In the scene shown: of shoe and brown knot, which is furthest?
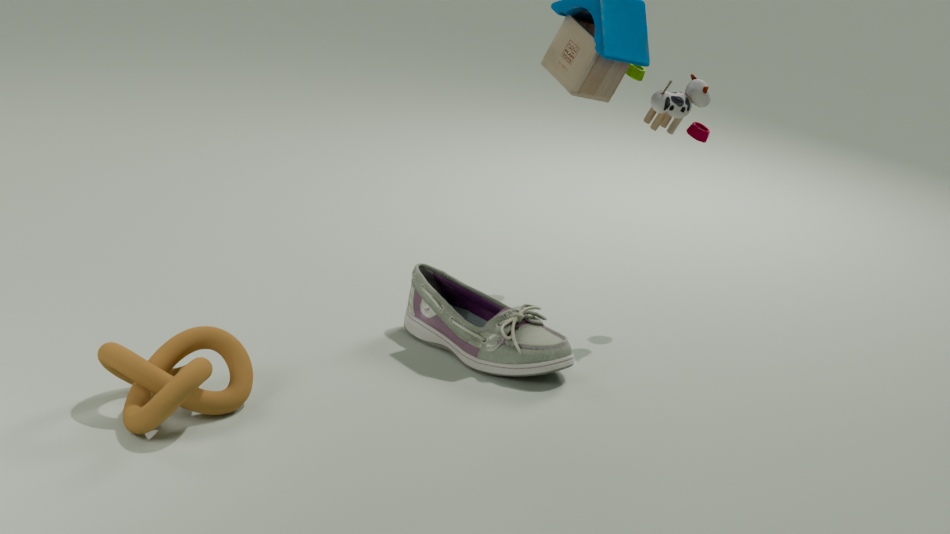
shoe
